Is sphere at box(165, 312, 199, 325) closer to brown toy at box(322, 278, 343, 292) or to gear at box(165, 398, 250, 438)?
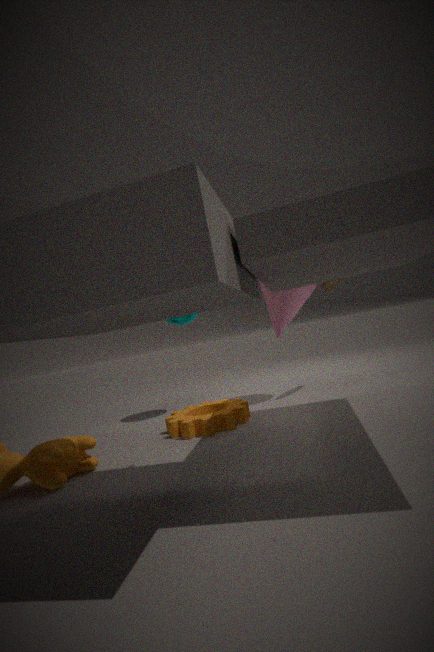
gear at box(165, 398, 250, 438)
